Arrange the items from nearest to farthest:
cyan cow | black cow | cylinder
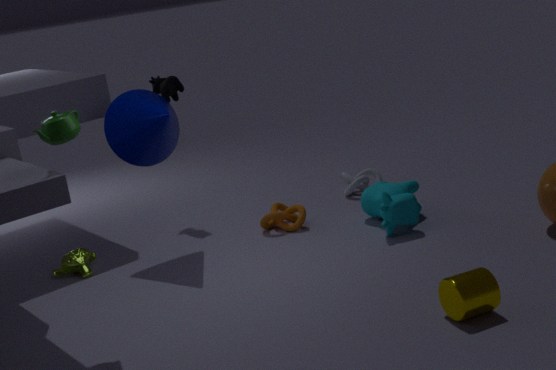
cylinder → cyan cow → black cow
